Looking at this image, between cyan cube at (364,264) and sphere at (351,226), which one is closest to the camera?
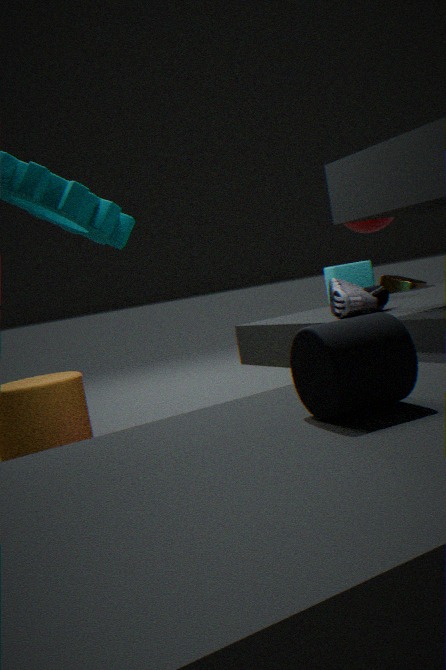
cyan cube at (364,264)
